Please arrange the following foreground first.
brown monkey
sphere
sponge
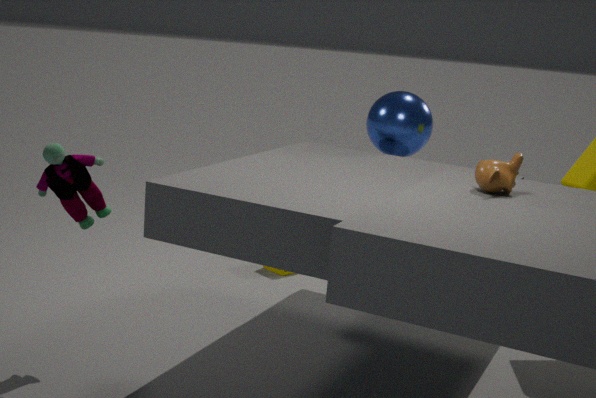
brown monkey → sphere → sponge
